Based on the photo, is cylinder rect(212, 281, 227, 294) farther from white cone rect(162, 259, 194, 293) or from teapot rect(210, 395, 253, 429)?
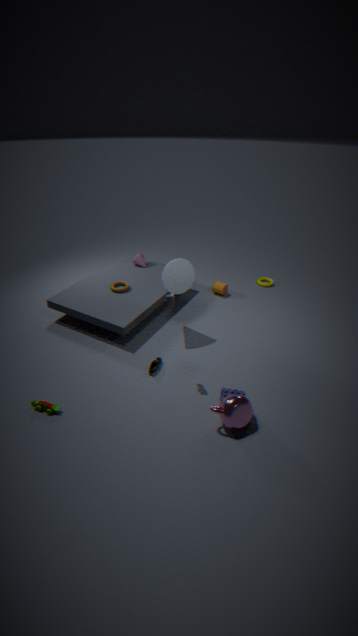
teapot rect(210, 395, 253, 429)
